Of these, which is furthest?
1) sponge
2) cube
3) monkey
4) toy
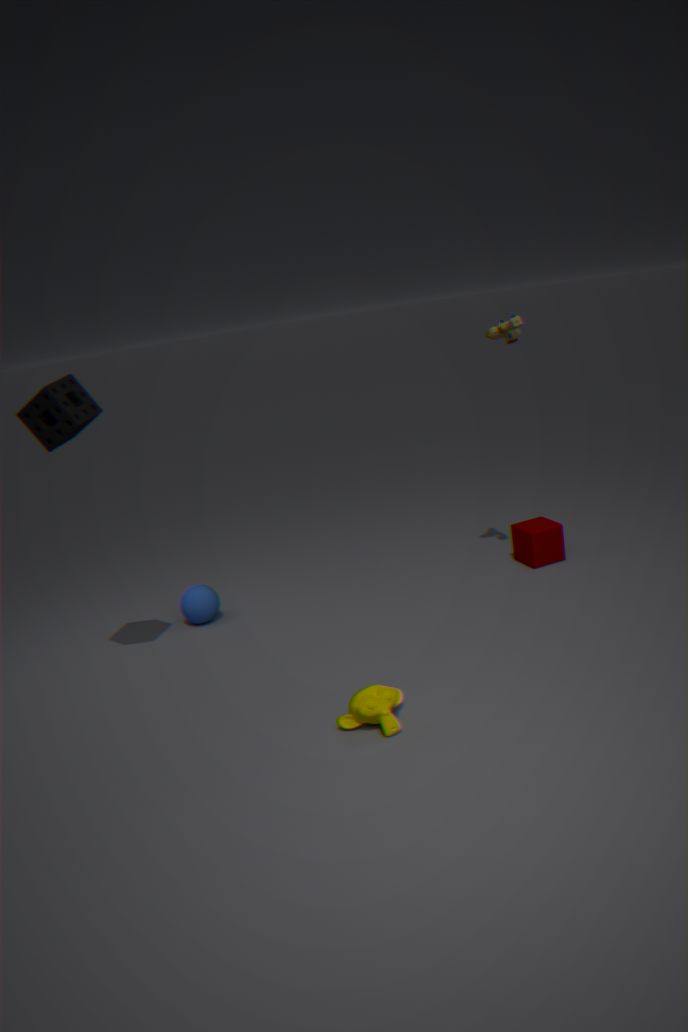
2. cube
